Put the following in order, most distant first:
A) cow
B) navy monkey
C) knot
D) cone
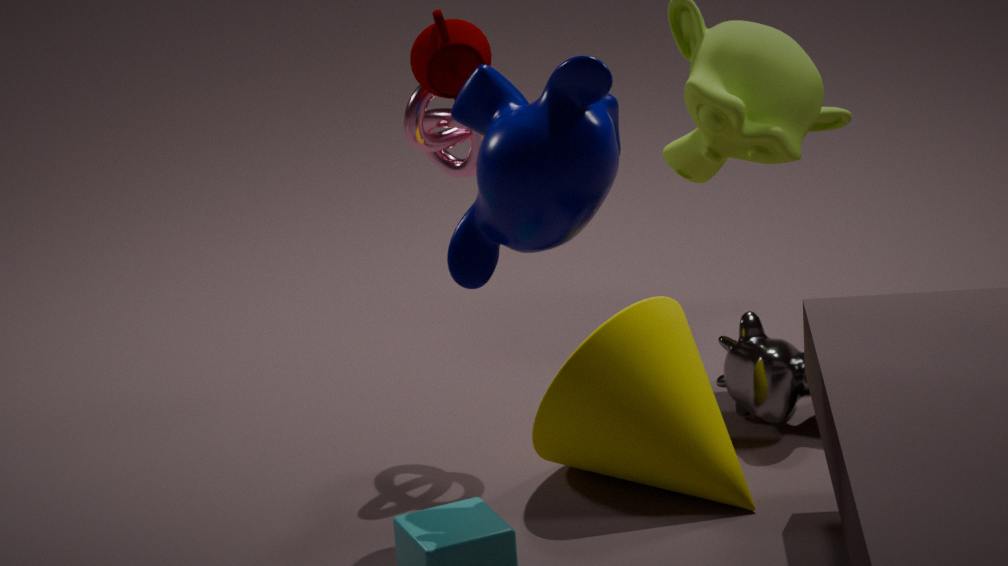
cow → knot → cone → navy monkey
